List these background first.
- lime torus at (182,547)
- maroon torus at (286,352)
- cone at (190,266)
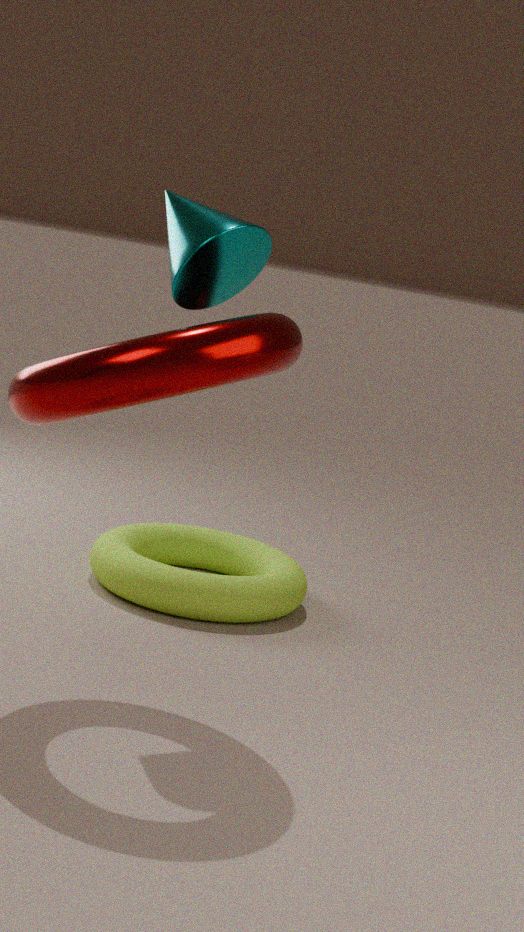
lime torus at (182,547) → cone at (190,266) → maroon torus at (286,352)
